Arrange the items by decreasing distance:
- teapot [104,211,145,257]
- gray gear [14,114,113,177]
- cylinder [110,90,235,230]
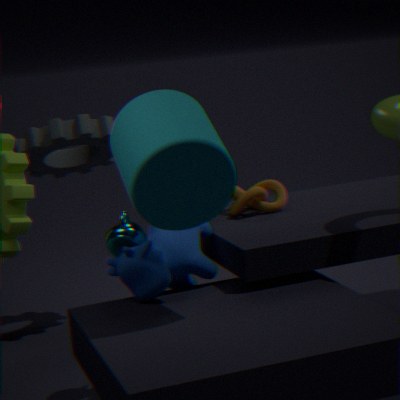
gray gear [14,114,113,177], teapot [104,211,145,257], cylinder [110,90,235,230]
